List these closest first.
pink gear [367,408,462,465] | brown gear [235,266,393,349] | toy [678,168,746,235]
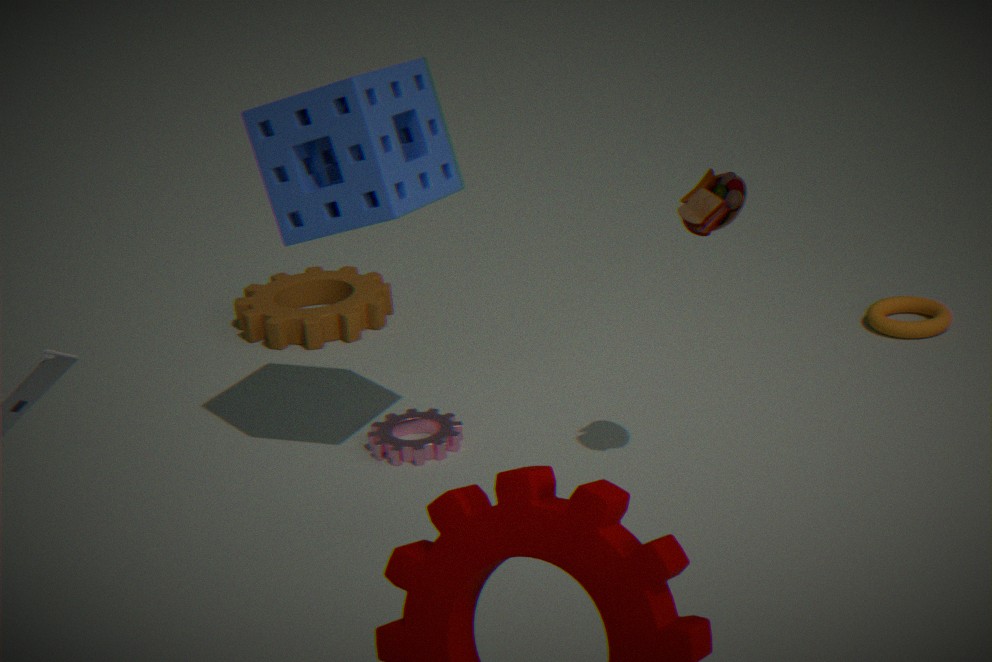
1. toy [678,168,746,235]
2. pink gear [367,408,462,465]
3. brown gear [235,266,393,349]
